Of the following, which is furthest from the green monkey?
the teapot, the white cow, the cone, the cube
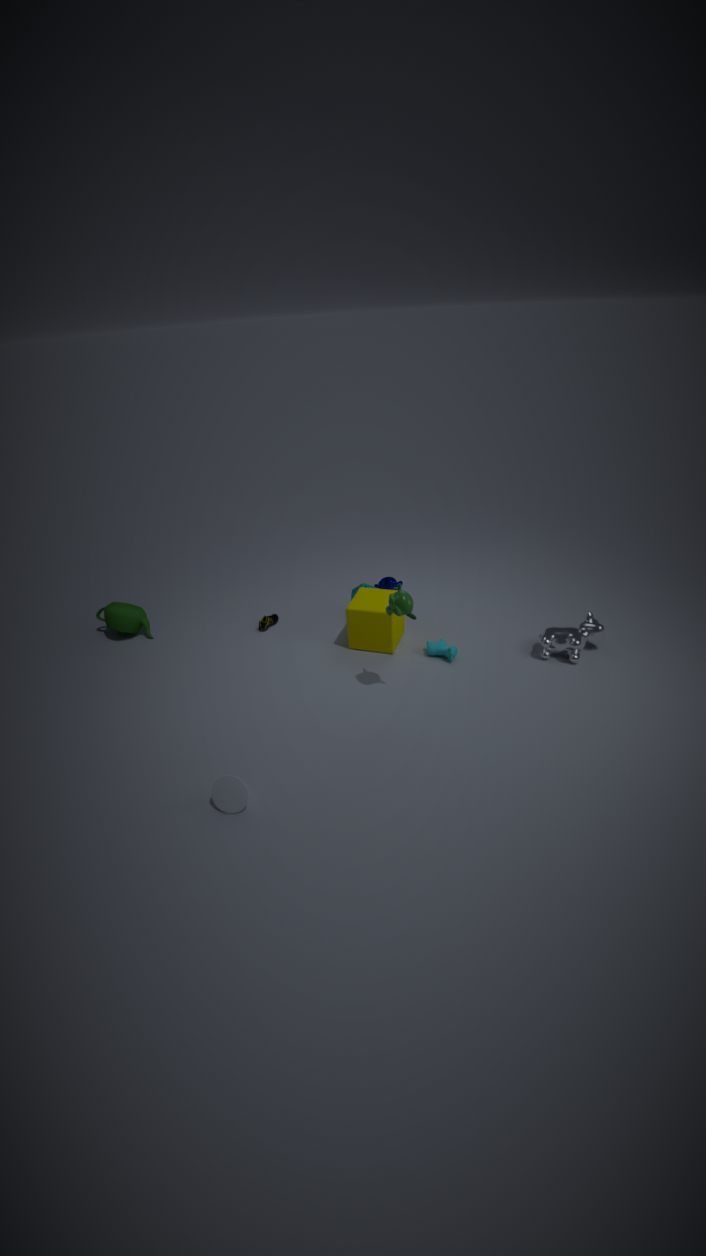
the teapot
